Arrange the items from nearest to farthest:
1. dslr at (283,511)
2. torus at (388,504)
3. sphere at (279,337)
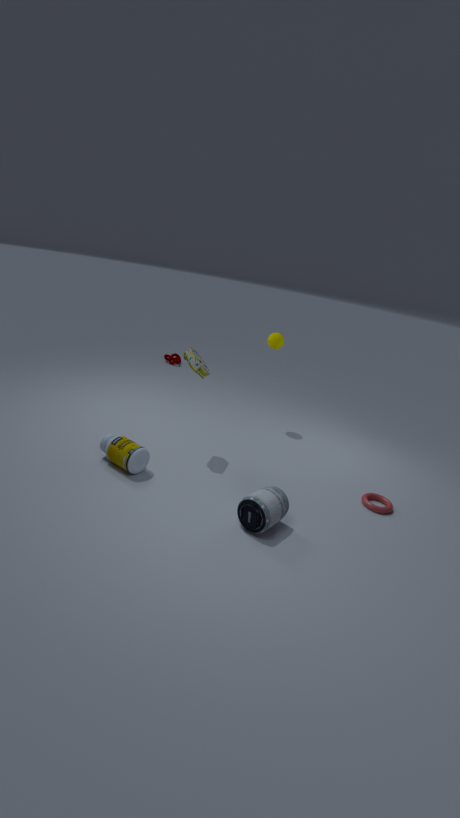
1. dslr at (283,511)
2. torus at (388,504)
3. sphere at (279,337)
